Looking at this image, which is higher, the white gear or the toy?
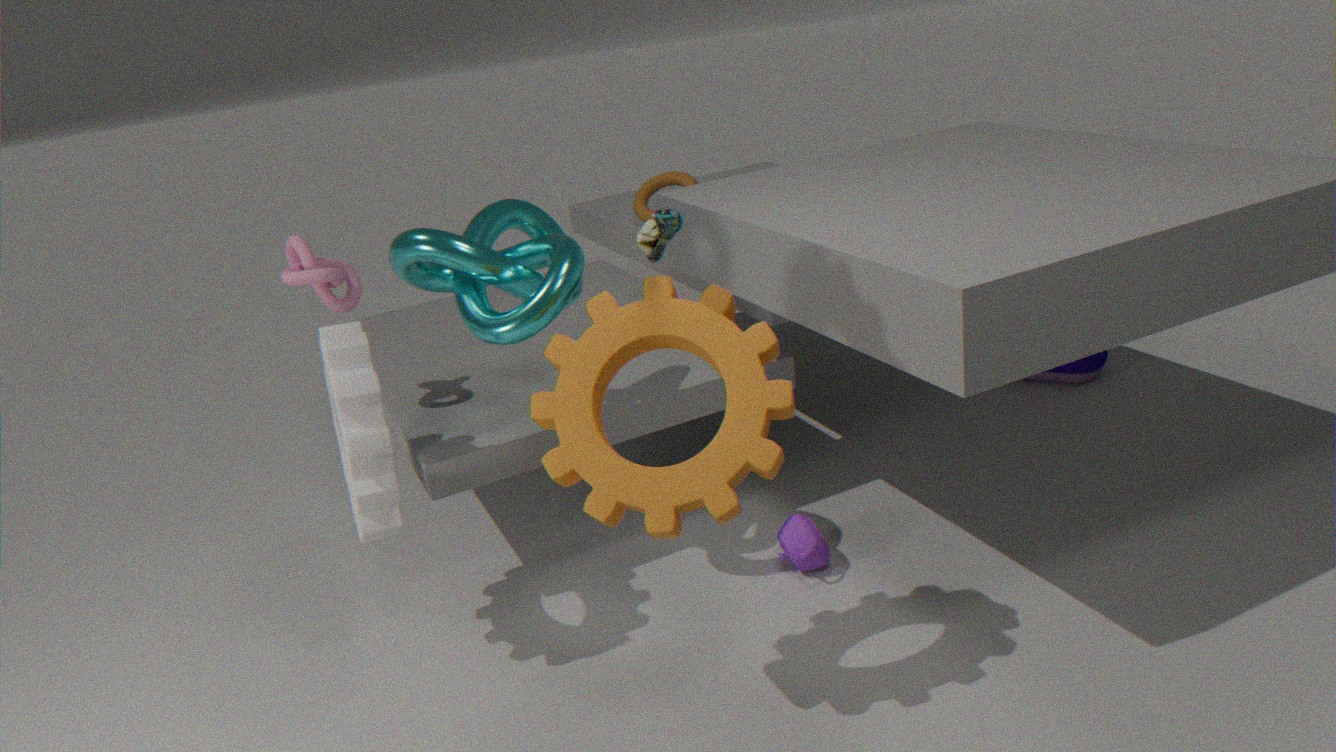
the white gear
